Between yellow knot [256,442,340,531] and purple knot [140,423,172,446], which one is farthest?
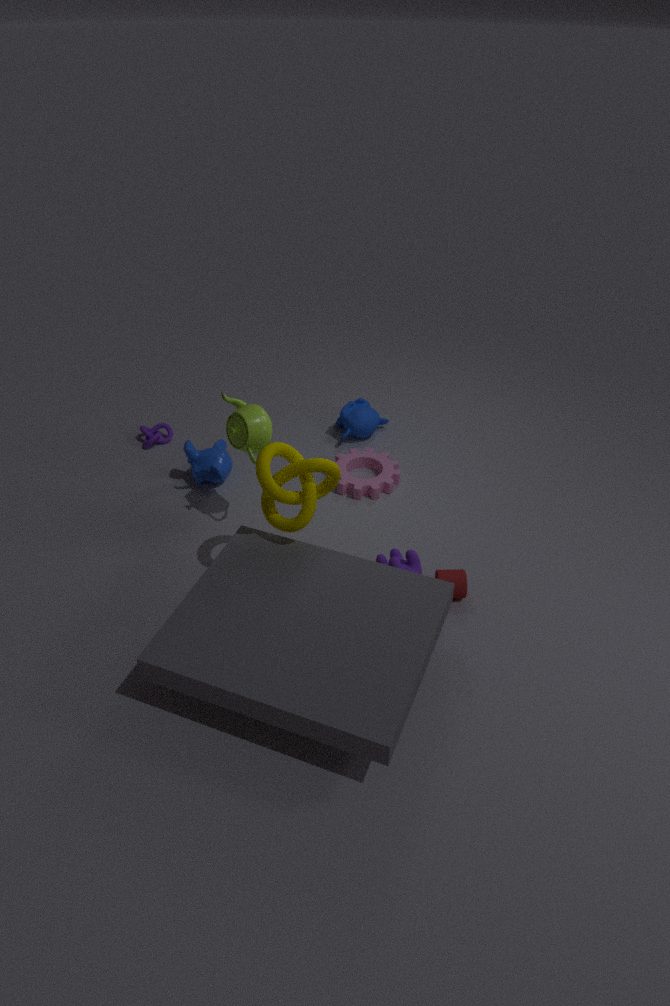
purple knot [140,423,172,446]
